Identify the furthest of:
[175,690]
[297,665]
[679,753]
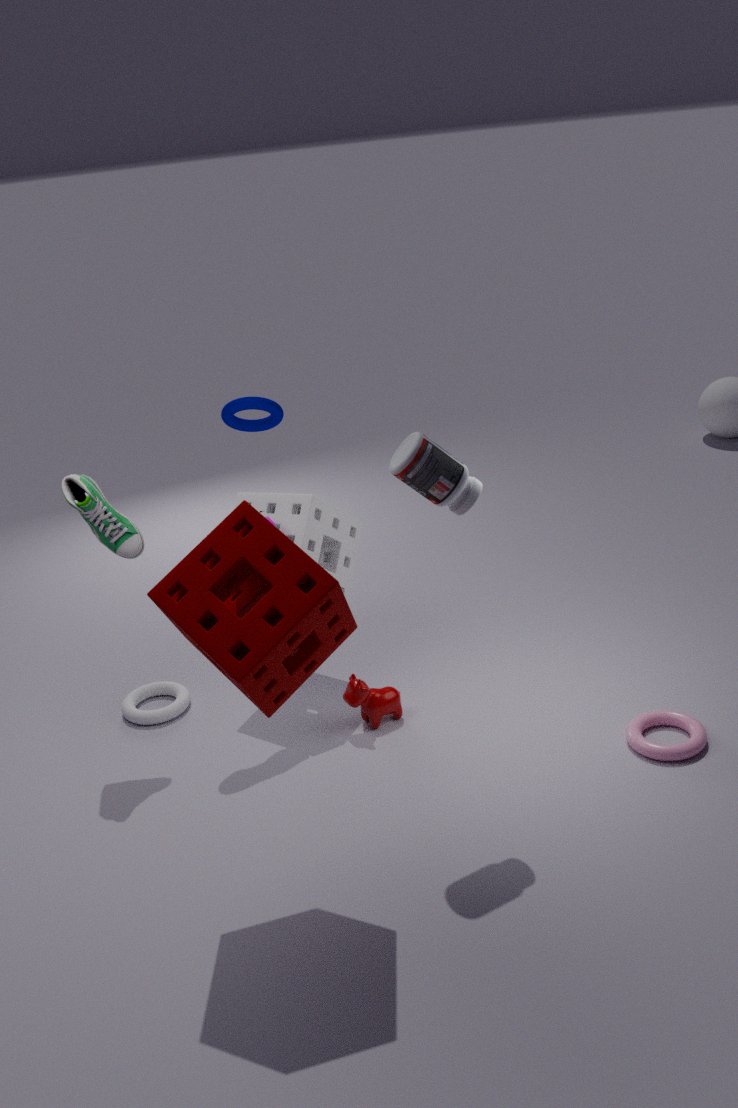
[175,690]
